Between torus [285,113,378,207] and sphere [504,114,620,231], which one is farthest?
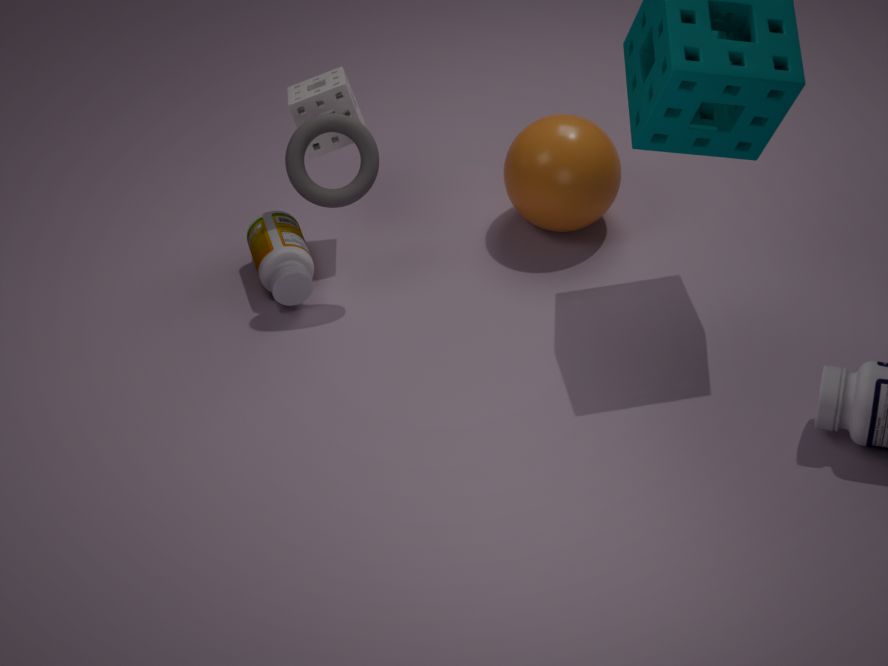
sphere [504,114,620,231]
